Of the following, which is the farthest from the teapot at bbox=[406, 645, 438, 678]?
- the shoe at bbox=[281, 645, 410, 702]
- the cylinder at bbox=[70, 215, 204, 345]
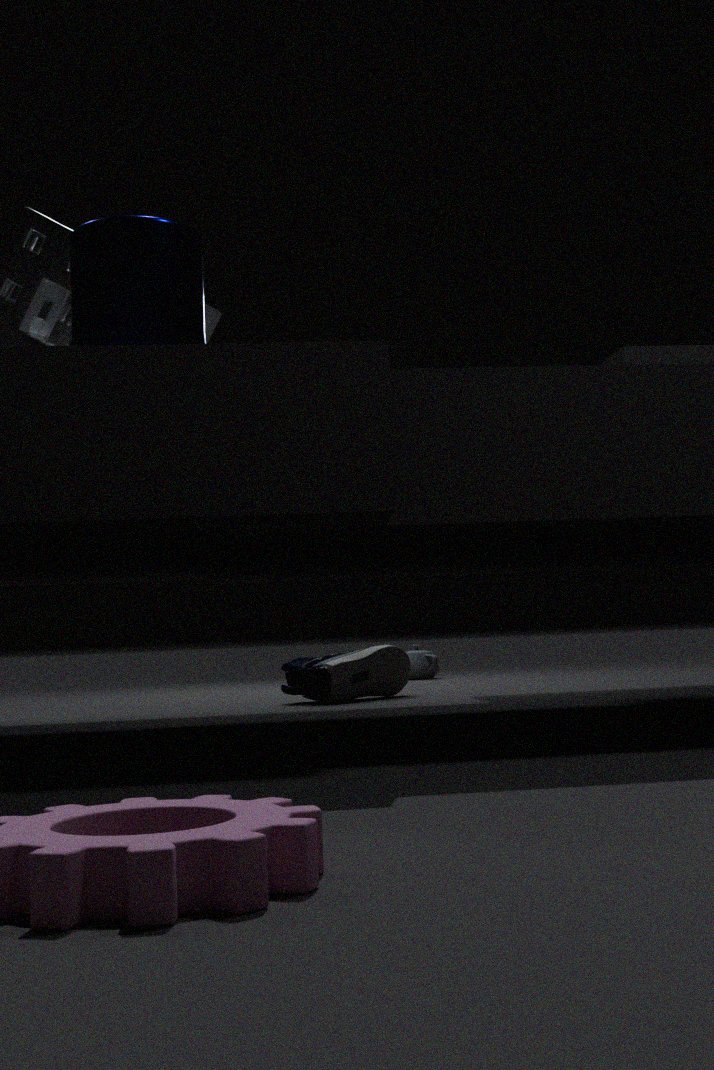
the cylinder at bbox=[70, 215, 204, 345]
